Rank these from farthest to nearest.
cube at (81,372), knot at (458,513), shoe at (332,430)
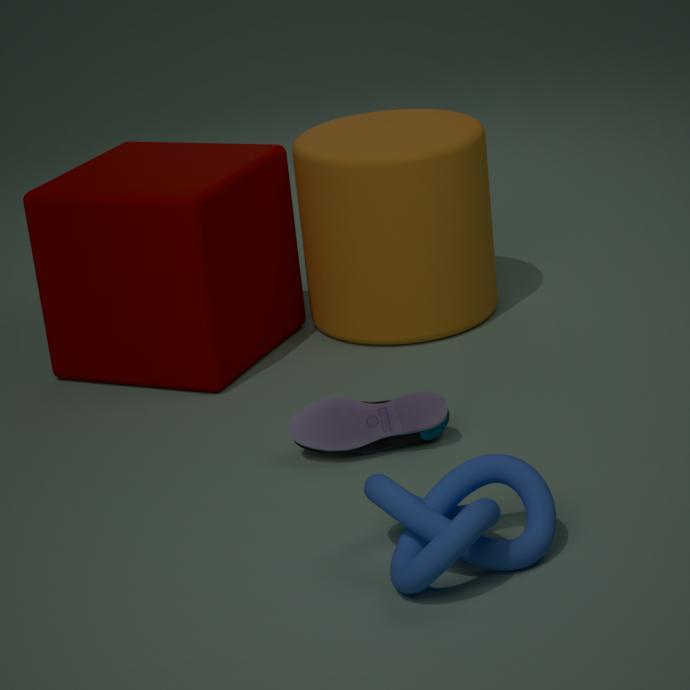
cube at (81,372)
shoe at (332,430)
knot at (458,513)
